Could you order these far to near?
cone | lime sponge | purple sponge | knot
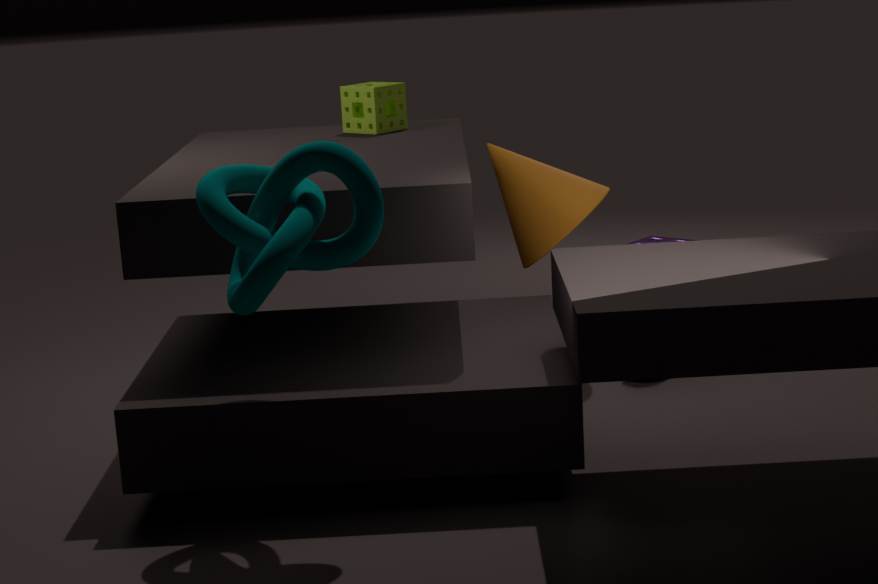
purple sponge
lime sponge
cone
knot
